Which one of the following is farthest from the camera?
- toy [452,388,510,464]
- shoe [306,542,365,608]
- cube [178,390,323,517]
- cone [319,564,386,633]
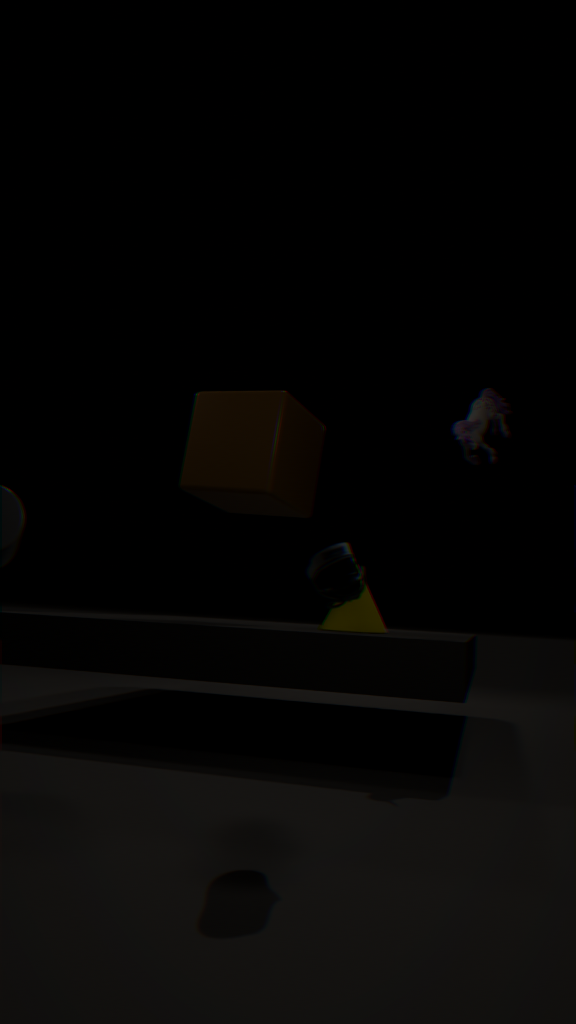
cube [178,390,323,517]
